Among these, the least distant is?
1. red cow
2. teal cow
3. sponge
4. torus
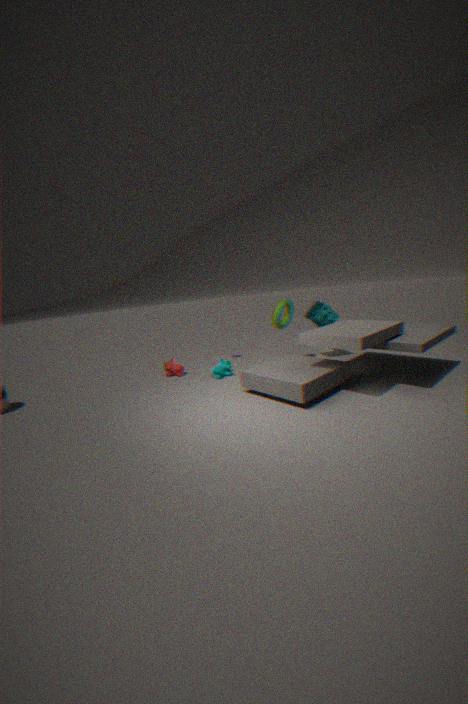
teal cow
